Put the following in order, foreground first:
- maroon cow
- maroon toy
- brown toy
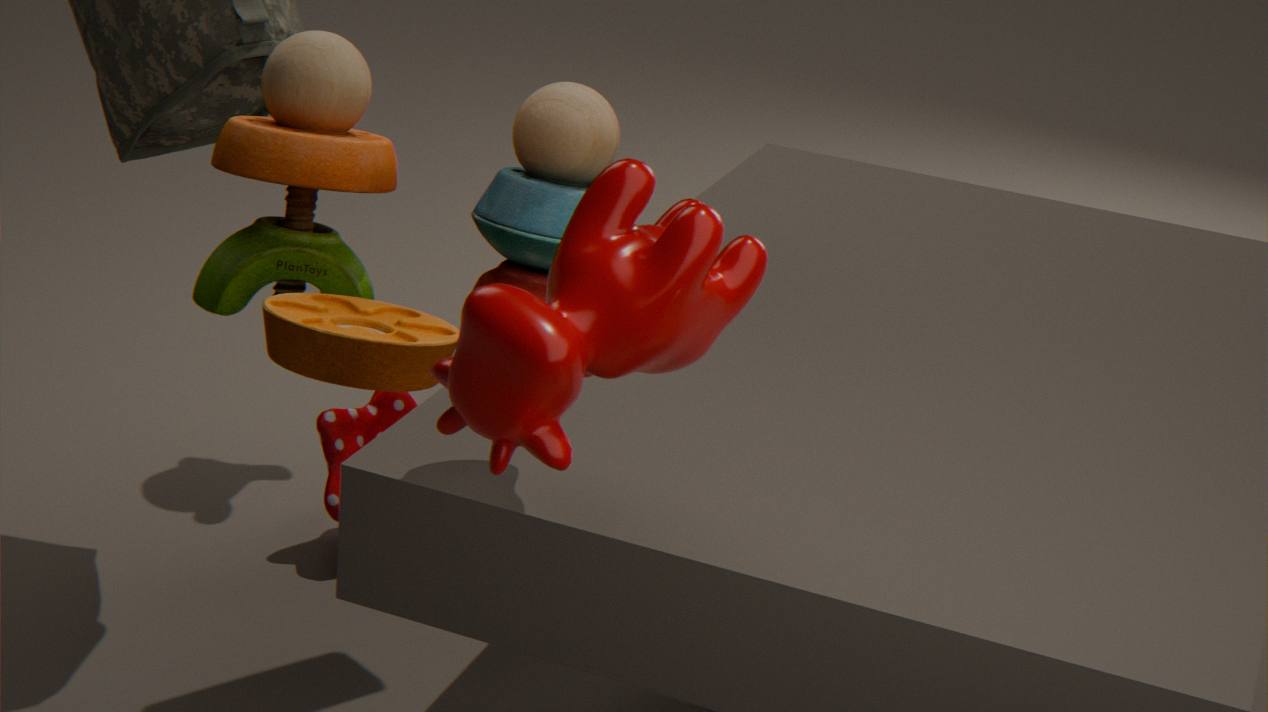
maroon cow
brown toy
maroon toy
